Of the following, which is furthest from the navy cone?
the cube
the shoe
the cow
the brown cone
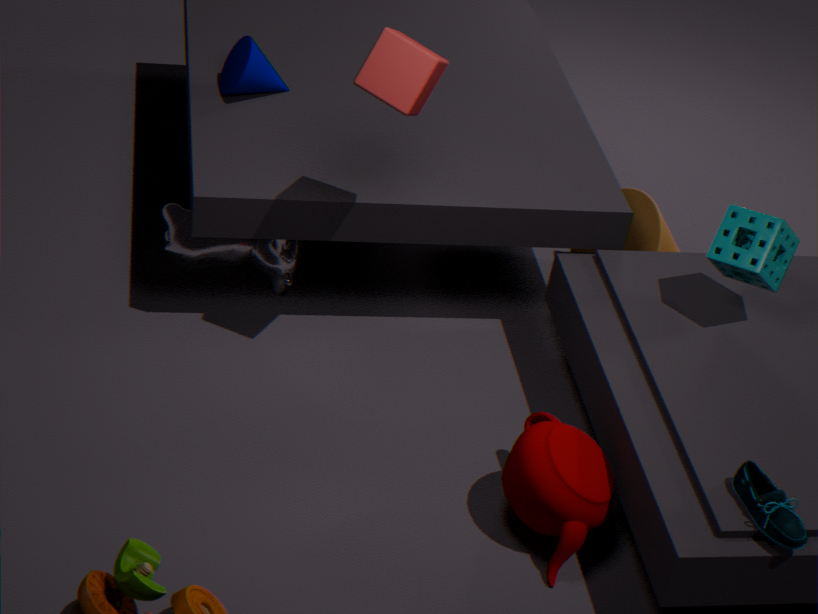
the shoe
